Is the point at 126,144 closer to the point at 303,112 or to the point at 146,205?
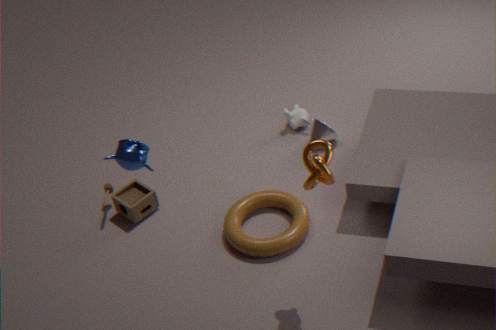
the point at 146,205
